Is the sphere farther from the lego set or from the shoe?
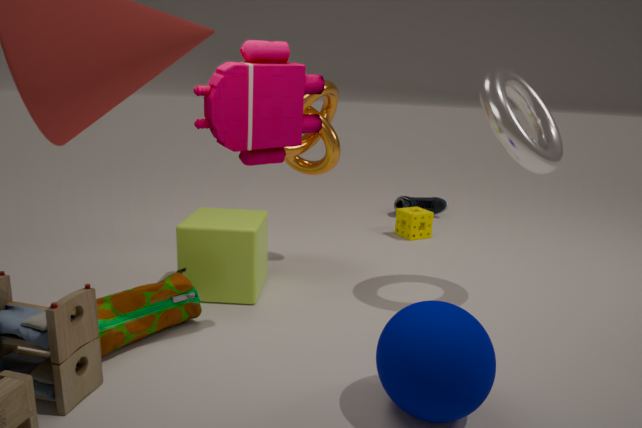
the shoe
